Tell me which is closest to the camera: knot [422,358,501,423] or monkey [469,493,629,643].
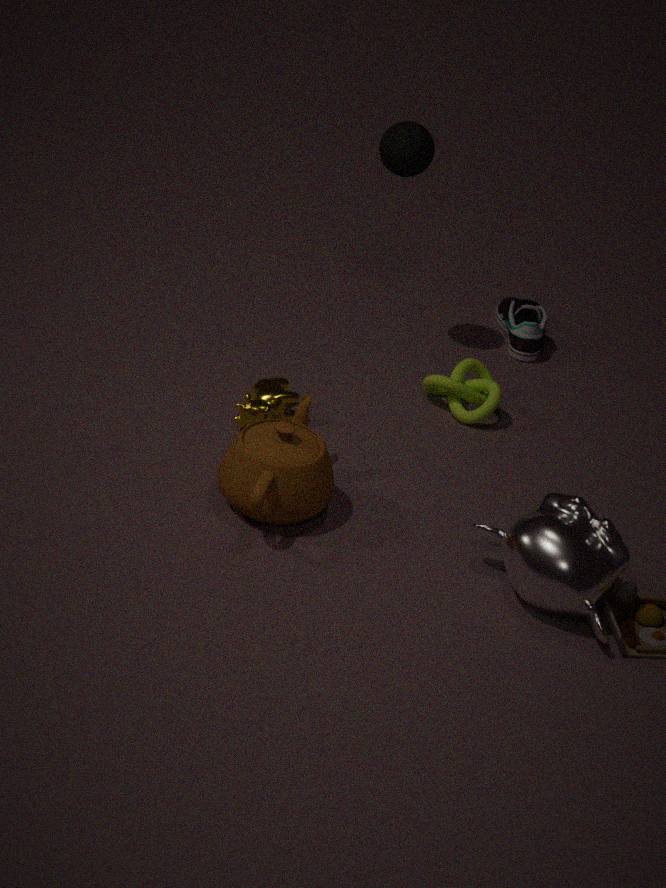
monkey [469,493,629,643]
